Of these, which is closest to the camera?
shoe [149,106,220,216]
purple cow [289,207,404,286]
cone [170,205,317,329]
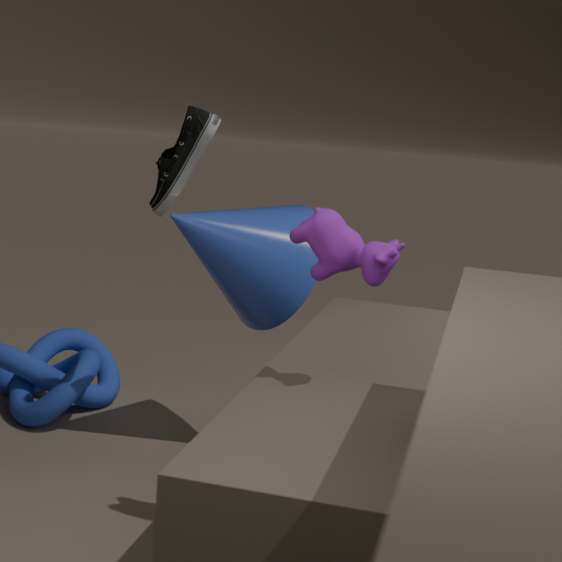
purple cow [289,207,404,286]
